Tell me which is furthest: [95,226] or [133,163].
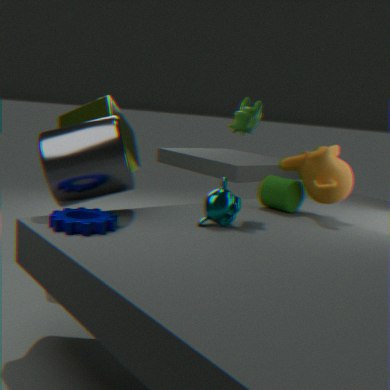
[133,163]
